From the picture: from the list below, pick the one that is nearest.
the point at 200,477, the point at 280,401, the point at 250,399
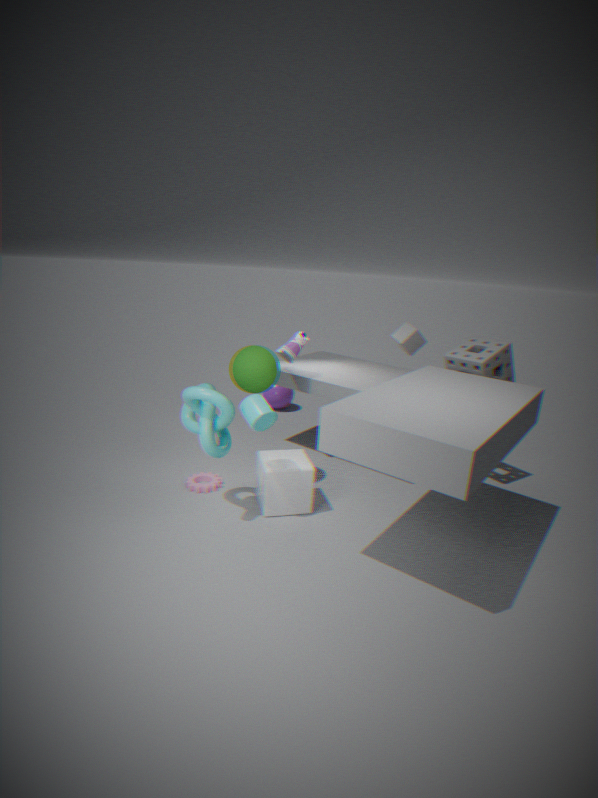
the point at 250,399
